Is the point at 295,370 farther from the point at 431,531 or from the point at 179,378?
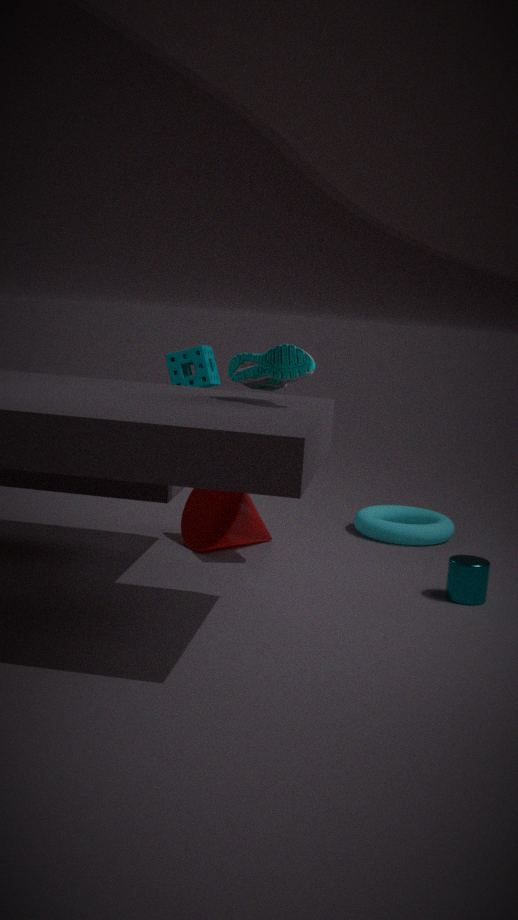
the point at 431,531
